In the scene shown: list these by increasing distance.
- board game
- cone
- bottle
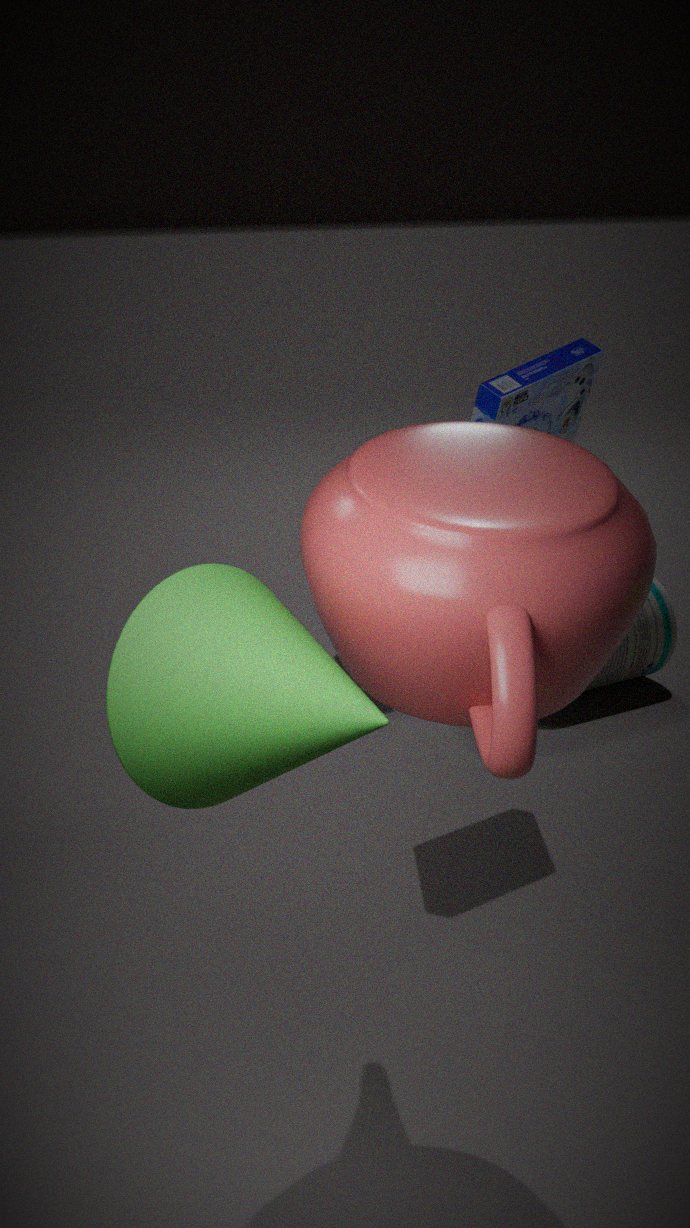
cone
board game
bottle
